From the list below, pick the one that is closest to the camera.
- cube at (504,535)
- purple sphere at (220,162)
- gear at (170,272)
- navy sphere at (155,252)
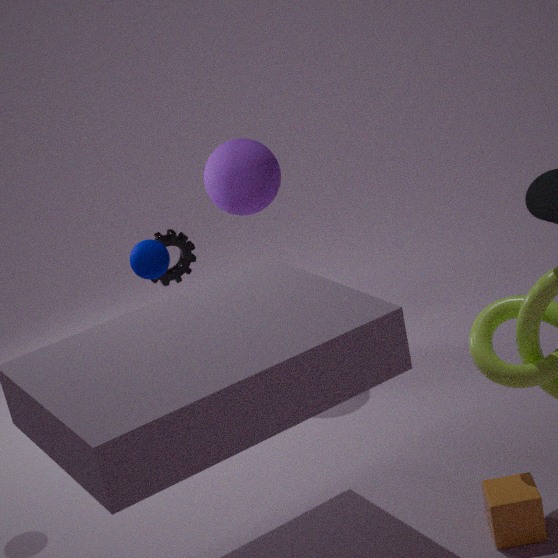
cube at (504,535)
